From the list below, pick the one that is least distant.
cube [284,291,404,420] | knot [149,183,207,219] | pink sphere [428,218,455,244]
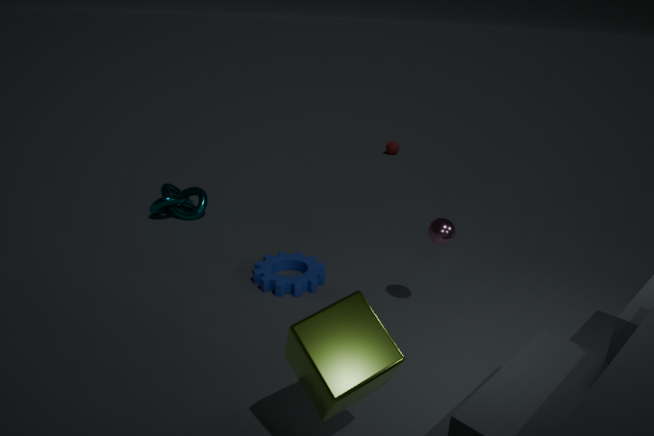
cube [284,291,404,420]
